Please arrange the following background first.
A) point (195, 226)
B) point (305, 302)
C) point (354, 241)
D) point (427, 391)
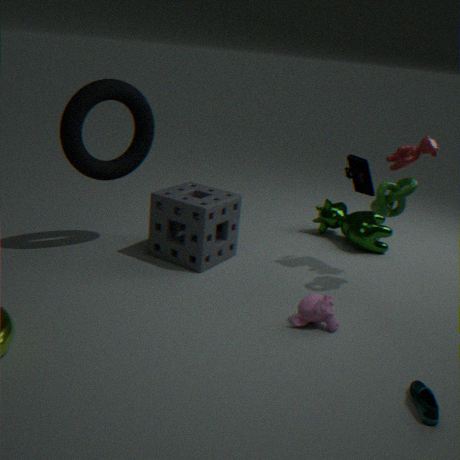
1. point (354, 241)
2. point (195, 226)
3. point (305, 302)
4. point (427, 391)
